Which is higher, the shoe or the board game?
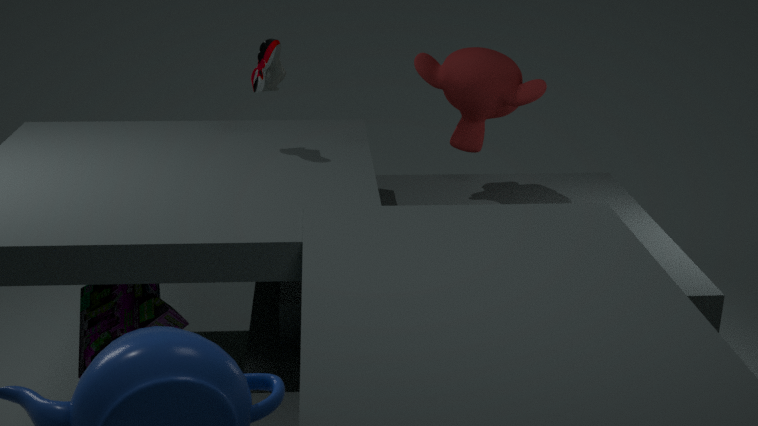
the shoe
